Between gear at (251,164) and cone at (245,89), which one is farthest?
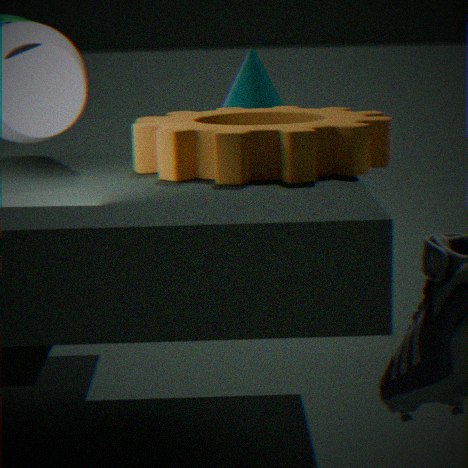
cone at (245,89)
